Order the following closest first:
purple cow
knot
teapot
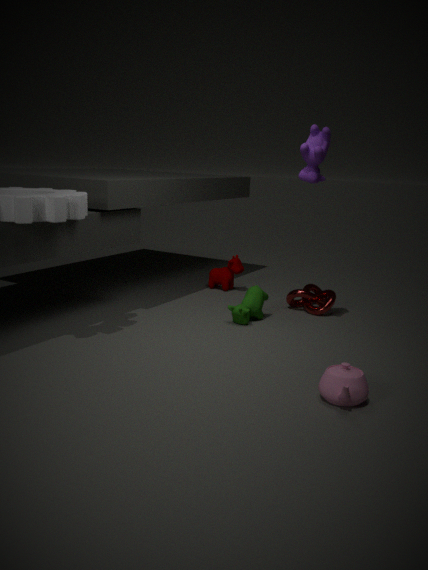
1. teapot
2. purple cow
3. knot
